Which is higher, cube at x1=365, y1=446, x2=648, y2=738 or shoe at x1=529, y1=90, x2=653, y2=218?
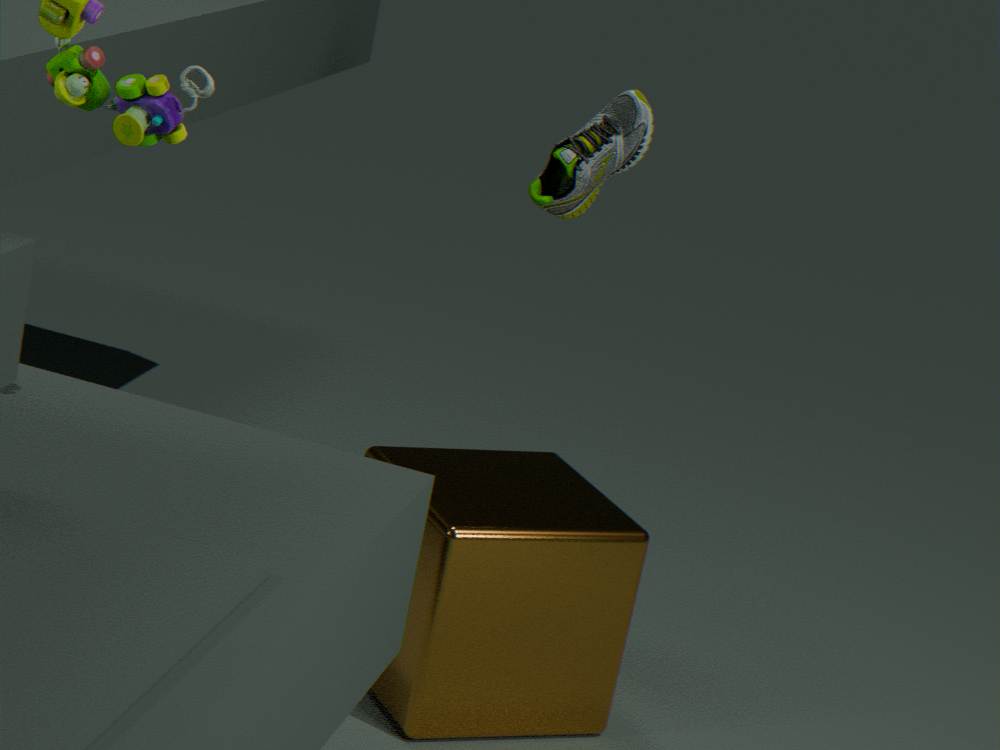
shoe at x1=529, y1=90, x2=653, y2=218
